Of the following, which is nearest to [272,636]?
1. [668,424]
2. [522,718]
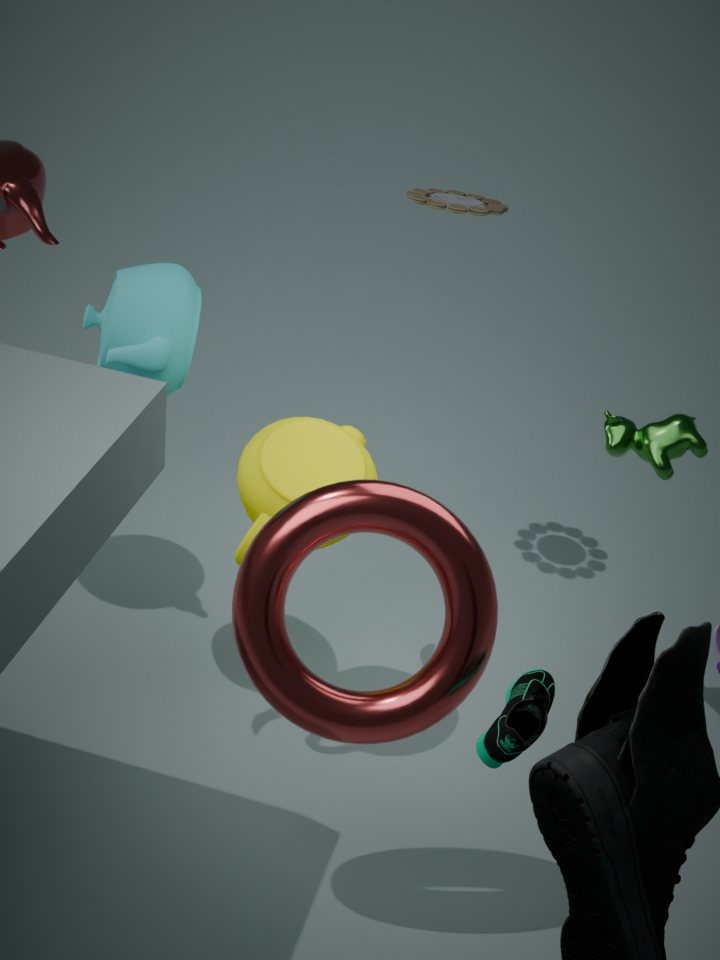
[522,718]
